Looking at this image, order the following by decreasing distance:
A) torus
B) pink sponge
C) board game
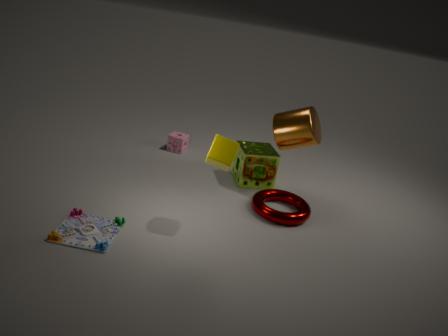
pink sponge < torus < board game
